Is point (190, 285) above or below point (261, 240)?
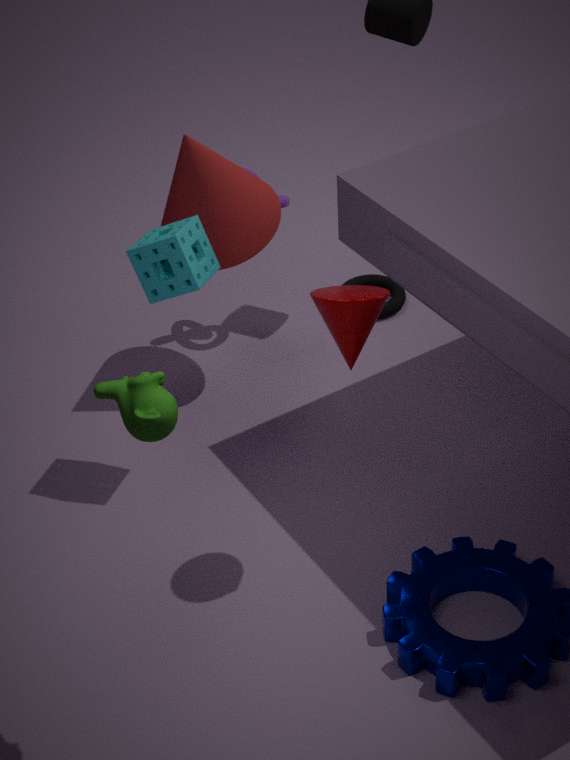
above
